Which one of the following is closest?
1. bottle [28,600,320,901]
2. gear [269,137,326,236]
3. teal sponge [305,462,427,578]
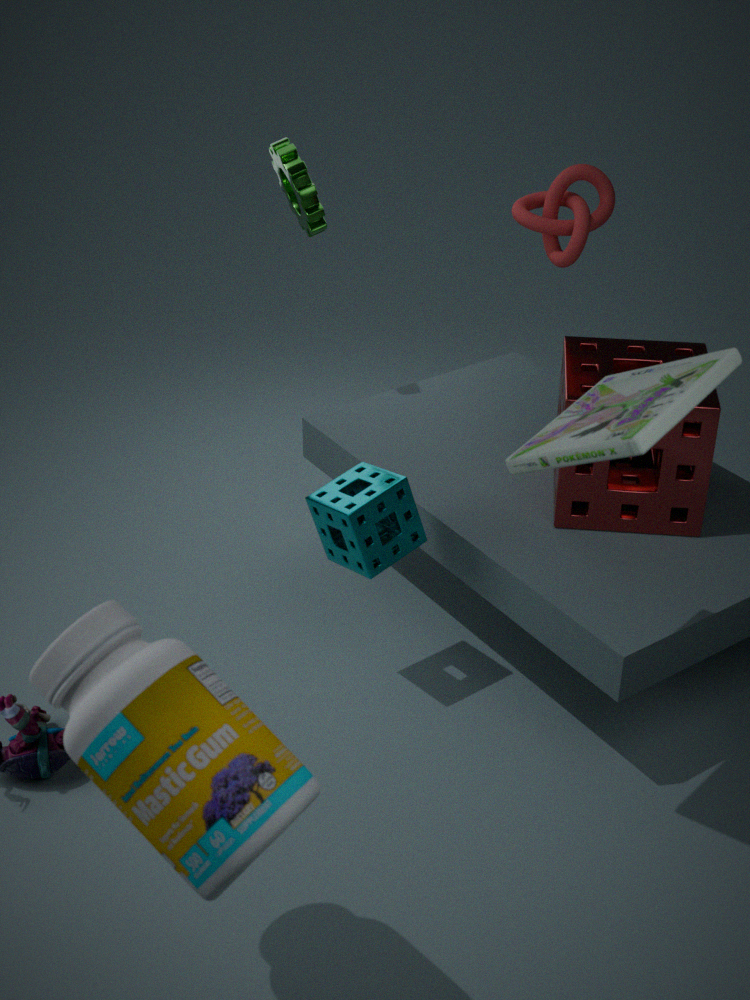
bottle [28,600,320,901]
